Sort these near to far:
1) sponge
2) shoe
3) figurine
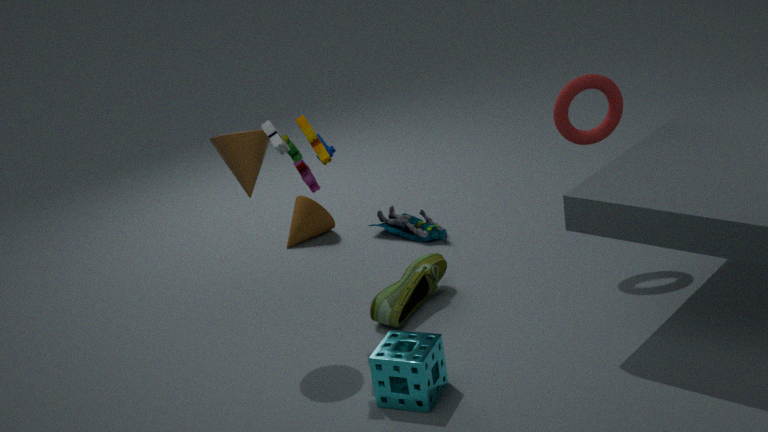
1. sponge
2. shoe
3. figurine
